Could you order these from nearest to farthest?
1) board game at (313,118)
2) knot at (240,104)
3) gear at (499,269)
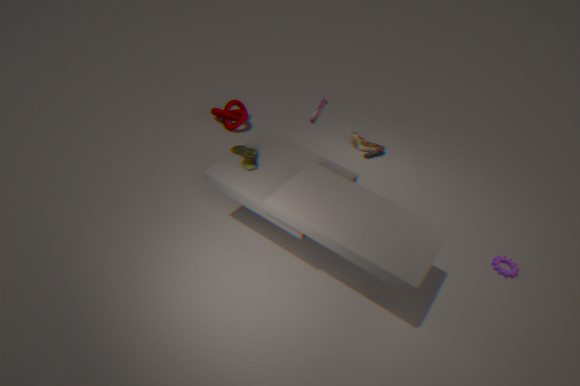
1. 3. gear at (499,269)
2. 1. board game at (313,118)
3. 2. knot at (240,104)
